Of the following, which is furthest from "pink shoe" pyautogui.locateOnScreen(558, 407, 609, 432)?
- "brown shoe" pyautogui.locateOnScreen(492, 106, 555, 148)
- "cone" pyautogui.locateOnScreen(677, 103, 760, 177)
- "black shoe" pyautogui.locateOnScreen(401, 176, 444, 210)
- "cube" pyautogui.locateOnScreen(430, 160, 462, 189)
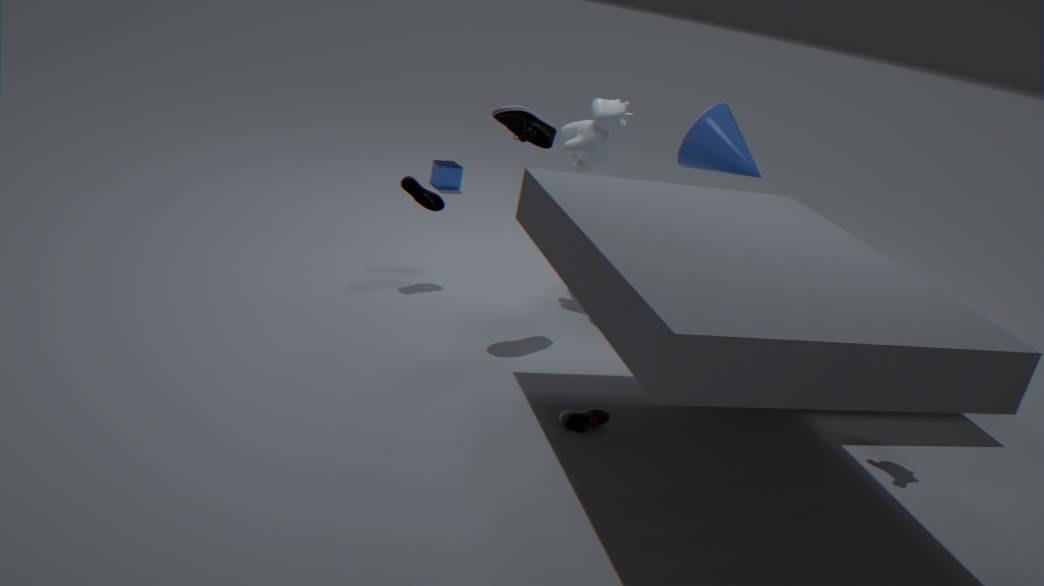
"cube" pyautogui.locateOnScreen(430, 160, 462, 189)
